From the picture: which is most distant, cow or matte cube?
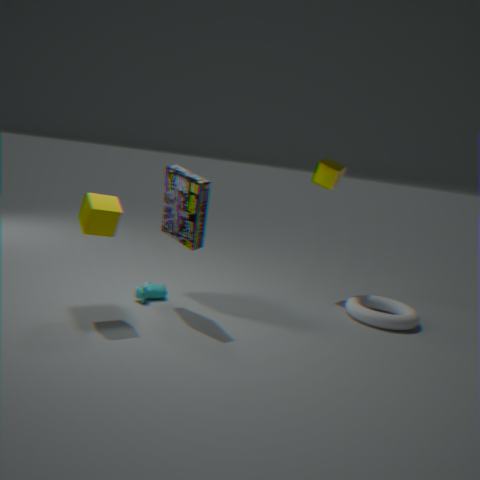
cow
